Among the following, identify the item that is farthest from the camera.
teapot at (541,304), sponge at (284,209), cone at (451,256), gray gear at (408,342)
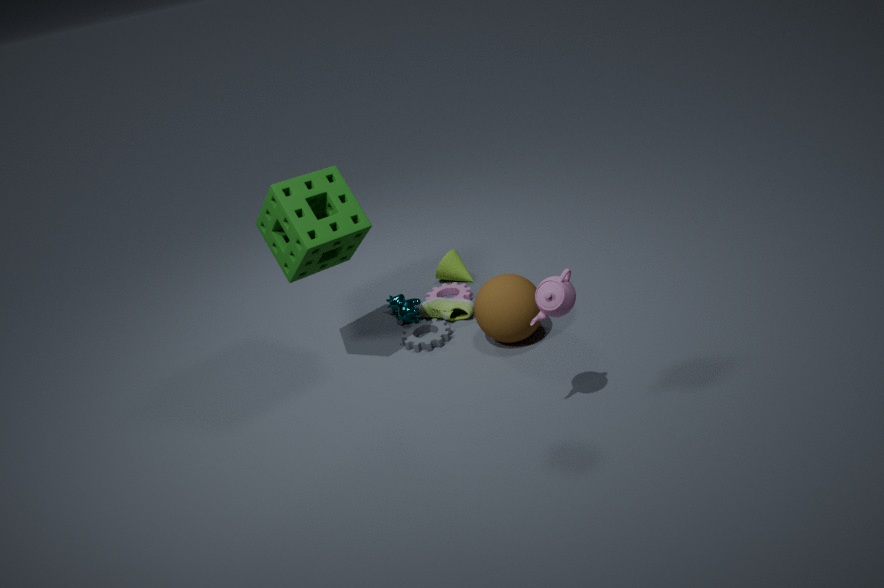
cone at (451,256)
